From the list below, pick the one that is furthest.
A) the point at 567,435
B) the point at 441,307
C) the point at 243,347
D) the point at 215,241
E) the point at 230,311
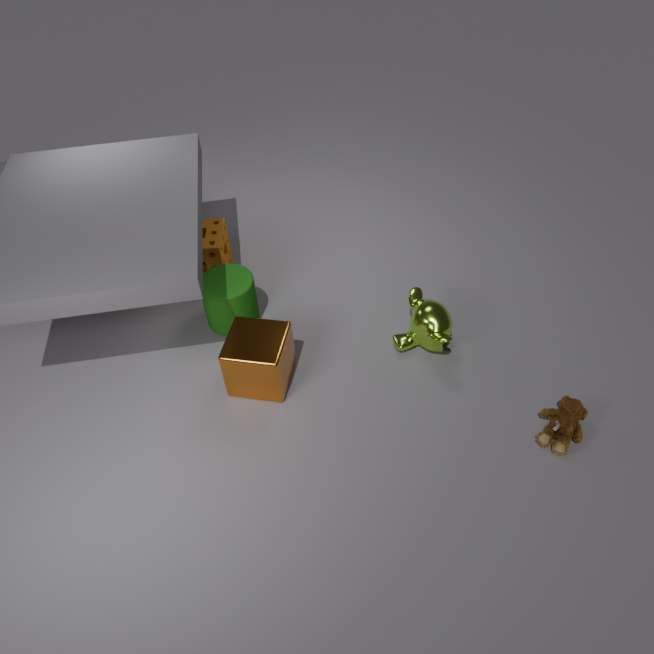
the point at 215,241
